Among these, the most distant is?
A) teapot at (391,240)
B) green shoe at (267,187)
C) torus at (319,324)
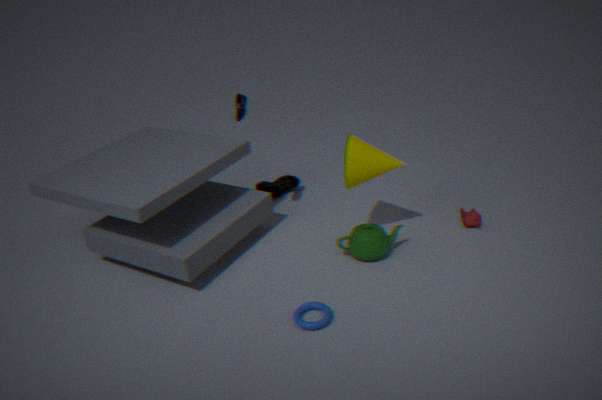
green shoe at (267,187)
